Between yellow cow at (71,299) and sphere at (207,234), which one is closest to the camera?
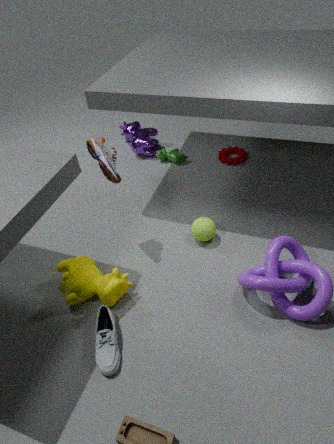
yellow cow at (71,299)
